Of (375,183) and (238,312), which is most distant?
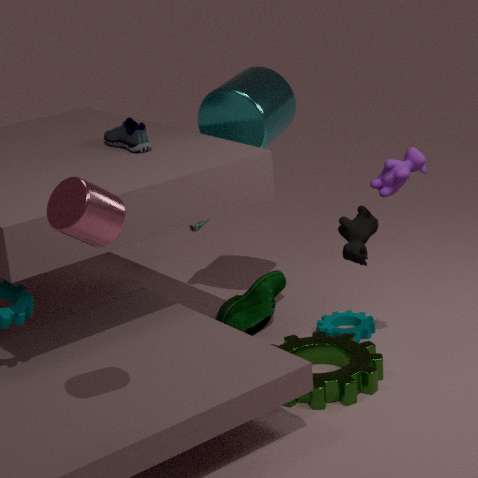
(238,312)
